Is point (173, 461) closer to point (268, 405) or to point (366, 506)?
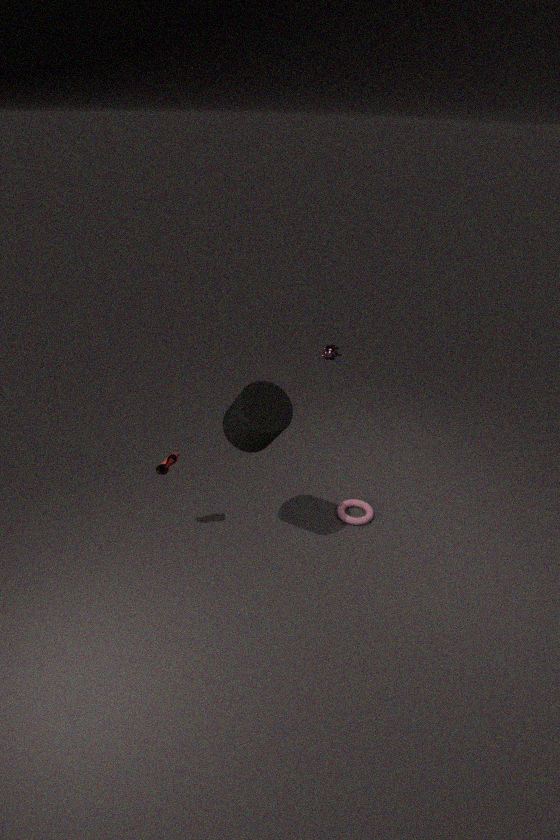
point (268, 405)
